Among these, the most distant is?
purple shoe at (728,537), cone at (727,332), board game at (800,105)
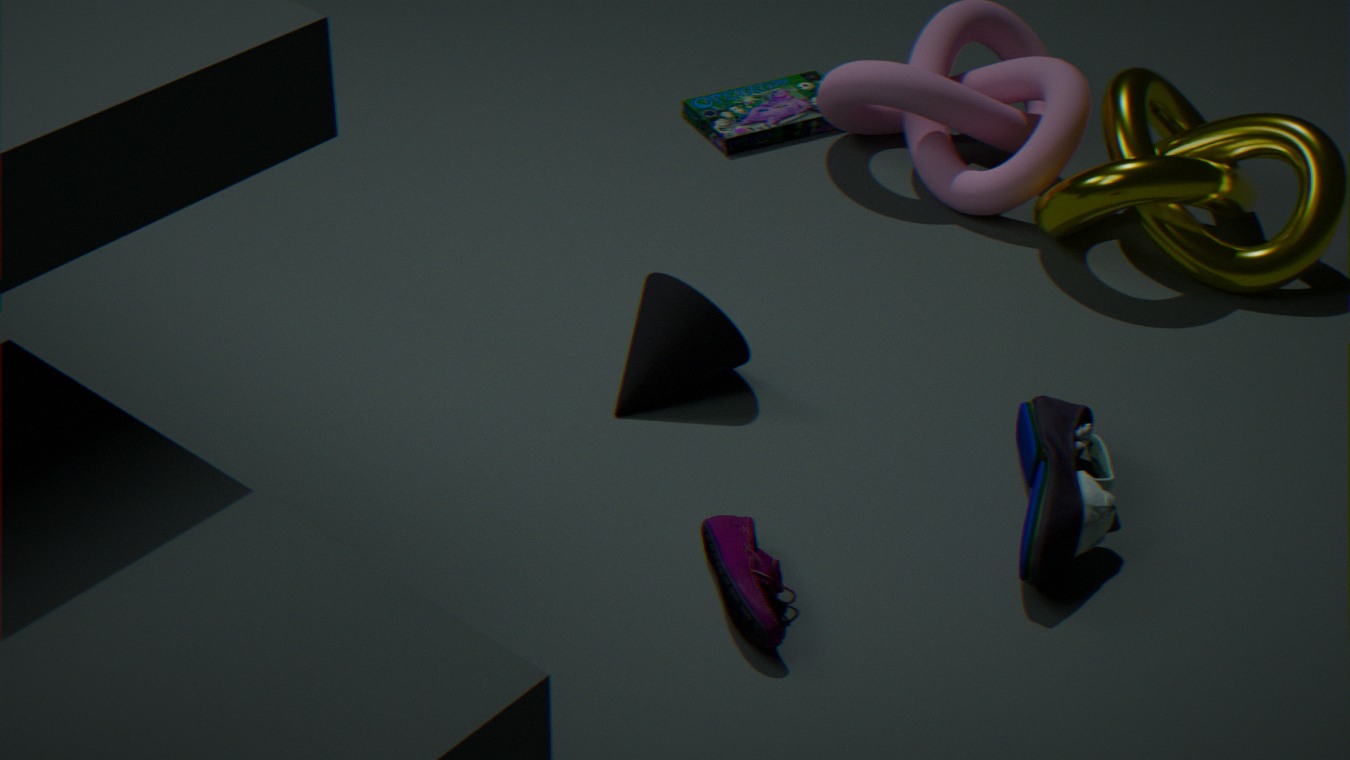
board game at (800,105)
